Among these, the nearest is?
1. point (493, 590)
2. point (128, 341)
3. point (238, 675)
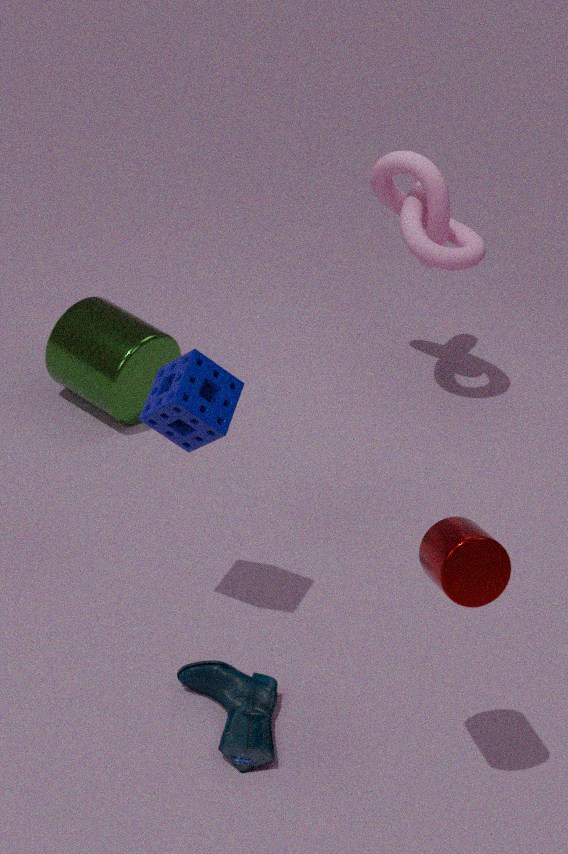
point (493, 590)
